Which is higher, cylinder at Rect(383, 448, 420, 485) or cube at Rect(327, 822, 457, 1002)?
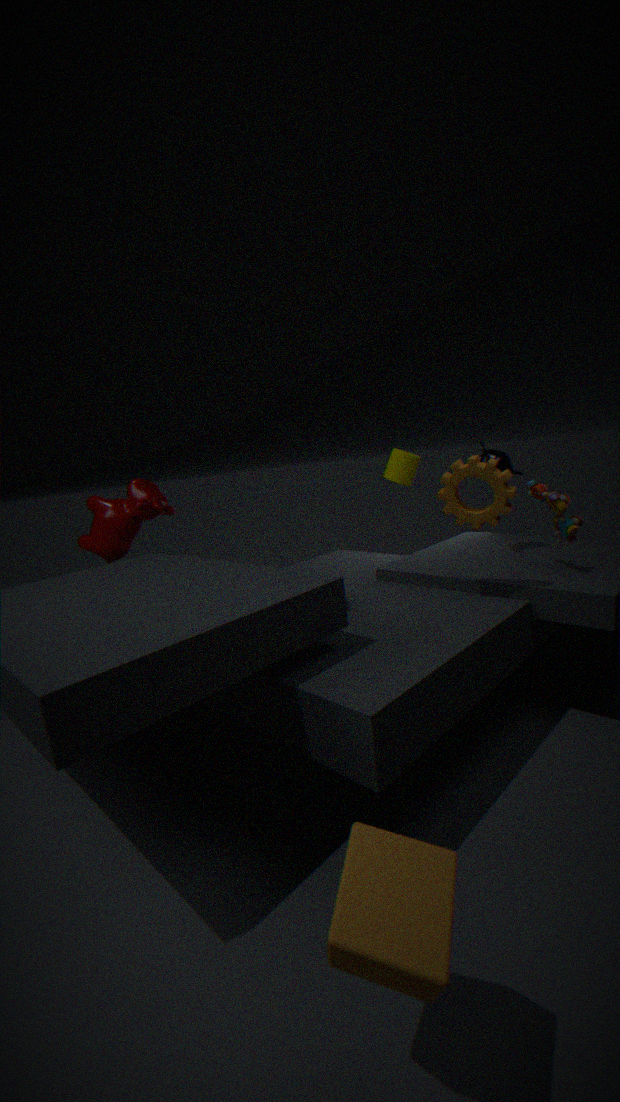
cylinder at Rect(383, 448, 420, 485)
